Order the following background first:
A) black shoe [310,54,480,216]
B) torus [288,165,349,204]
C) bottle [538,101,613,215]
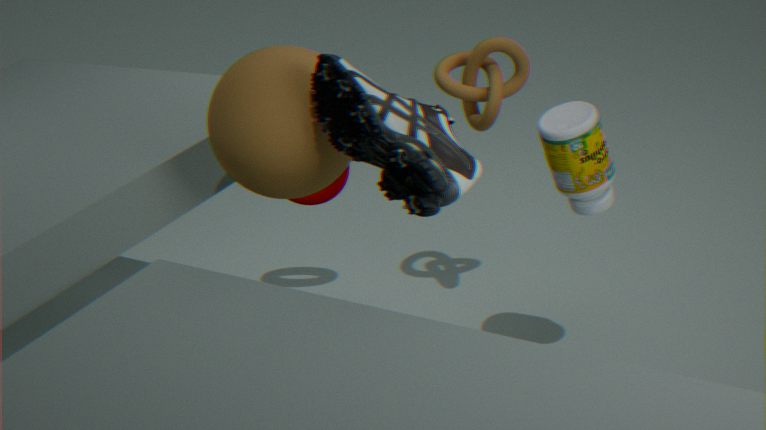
torus [288,165,349,204], bottle [538,101,613,215], black shoe [310,54,480,216]
